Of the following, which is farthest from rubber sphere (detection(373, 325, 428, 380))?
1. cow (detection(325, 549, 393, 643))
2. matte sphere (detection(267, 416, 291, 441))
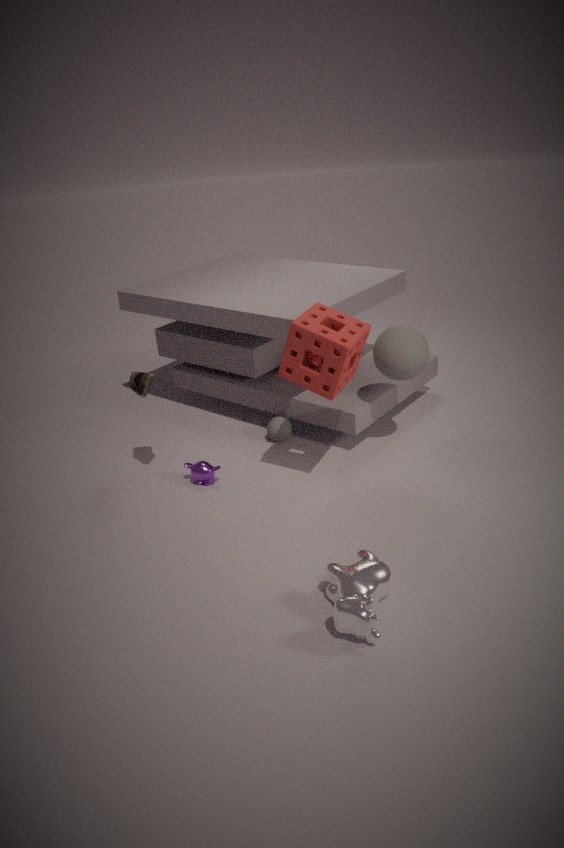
cow (detection(325, 549, 393, 643))
